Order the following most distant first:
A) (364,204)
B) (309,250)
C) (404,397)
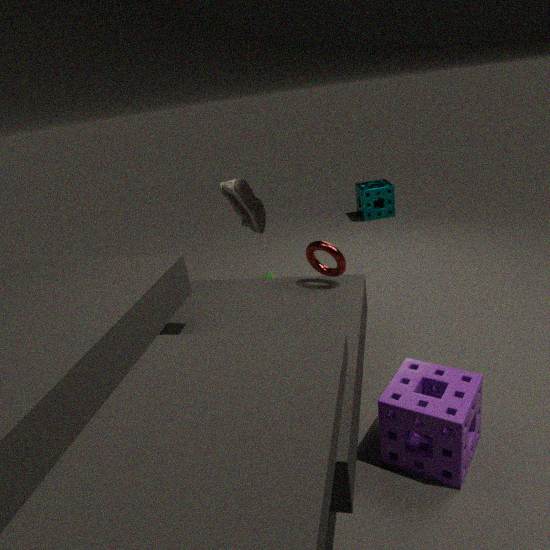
1. (364,204)
2. (309,250)
3. (404,397)
